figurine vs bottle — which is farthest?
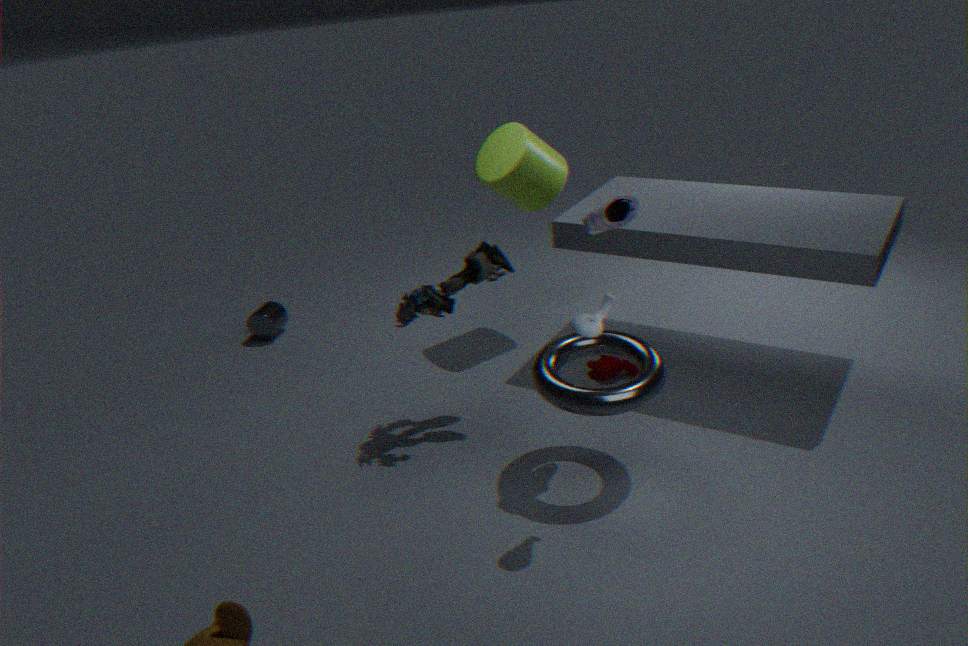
figurine
